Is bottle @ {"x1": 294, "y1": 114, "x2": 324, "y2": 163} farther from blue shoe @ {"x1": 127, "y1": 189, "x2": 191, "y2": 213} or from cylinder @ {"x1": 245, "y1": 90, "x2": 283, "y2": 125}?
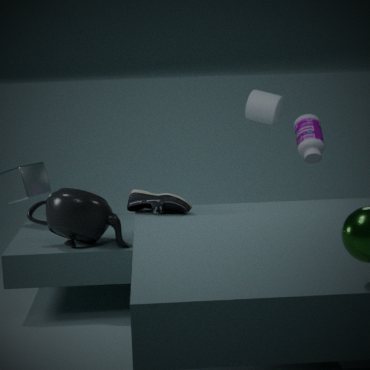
blue shoe @ {"x1": 127, "y1": 189, "x2": 191, "y2": 213}
